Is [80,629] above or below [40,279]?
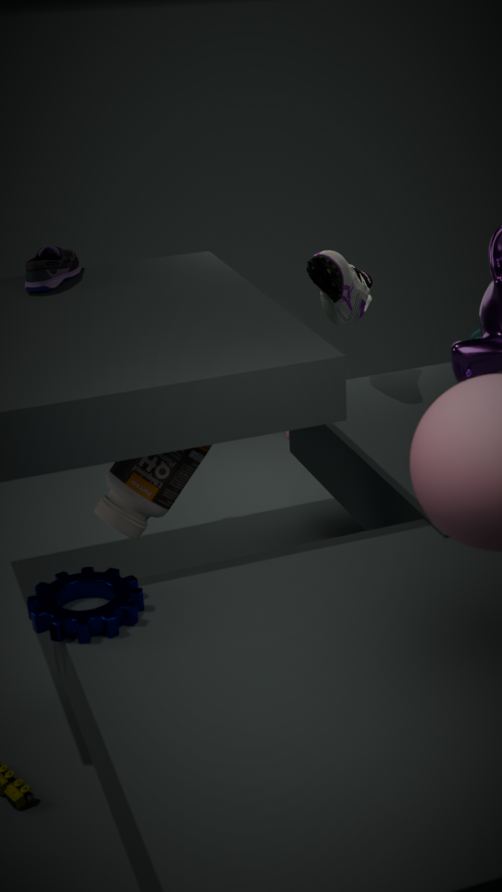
below
